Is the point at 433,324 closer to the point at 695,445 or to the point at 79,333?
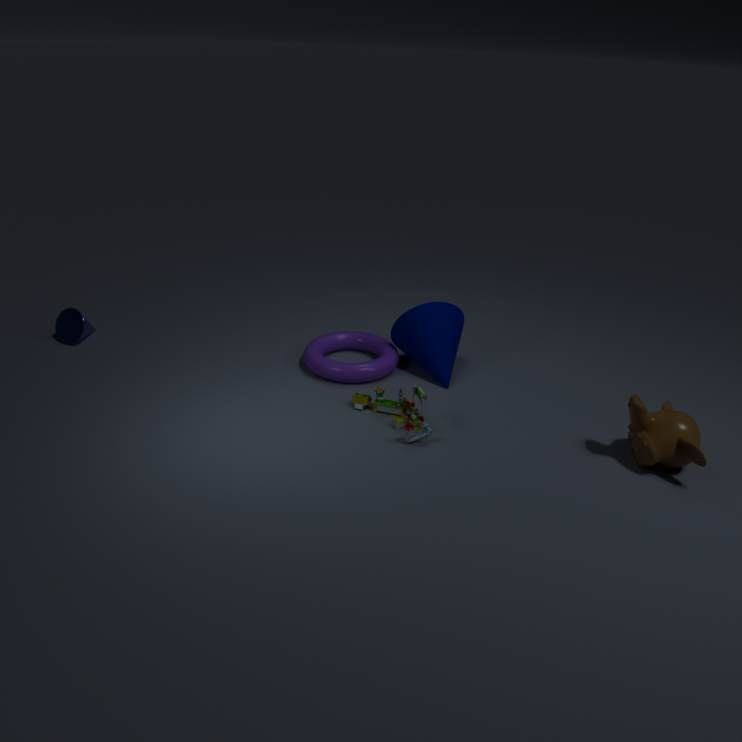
the point at 695,445
